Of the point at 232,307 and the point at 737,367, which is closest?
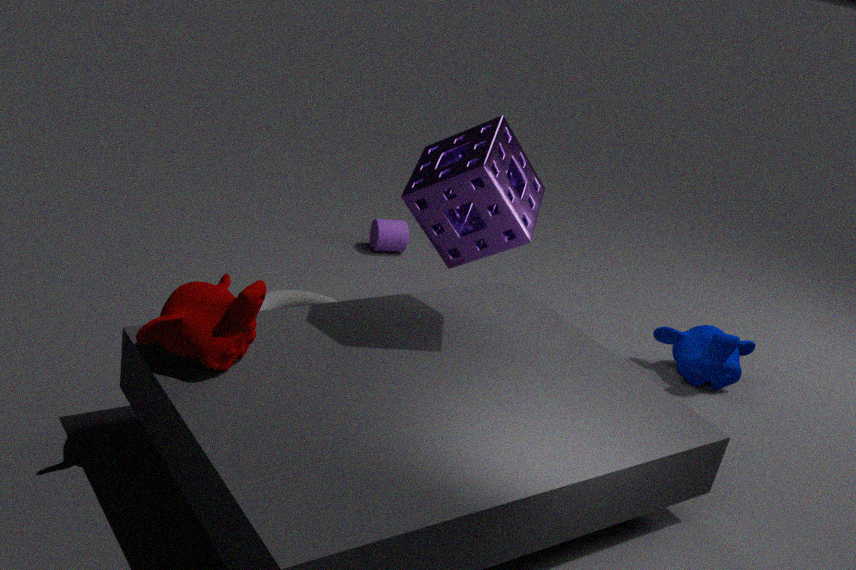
the point at 232,307
